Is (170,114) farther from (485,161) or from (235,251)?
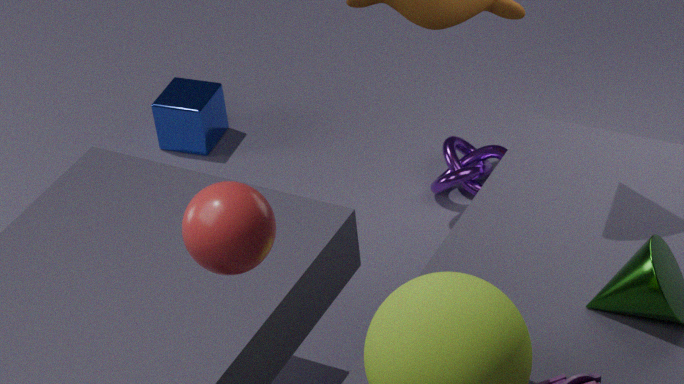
(235,251)
